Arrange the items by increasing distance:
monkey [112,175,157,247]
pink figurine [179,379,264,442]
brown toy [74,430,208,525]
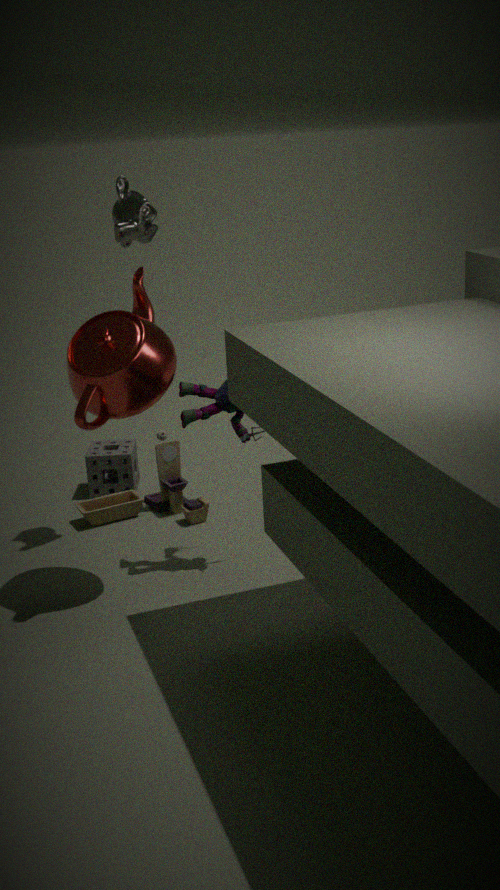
pink figurine [179,379,264,442] → monkey [112,175,157,247] → brown toy [74,430,208,525]
